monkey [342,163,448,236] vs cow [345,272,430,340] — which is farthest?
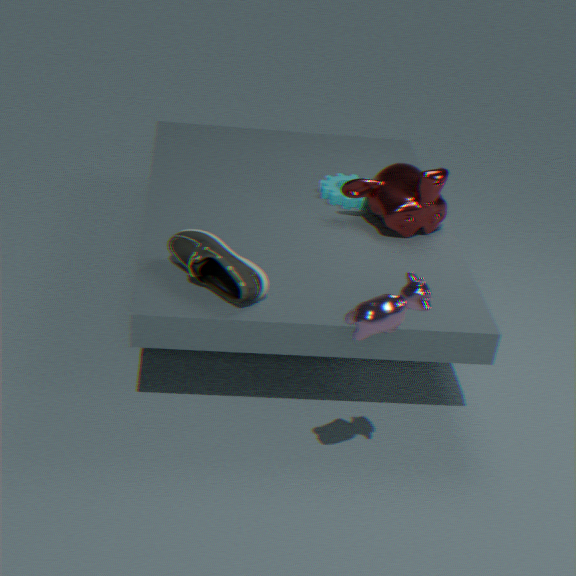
monkey [342,163,448,236]
